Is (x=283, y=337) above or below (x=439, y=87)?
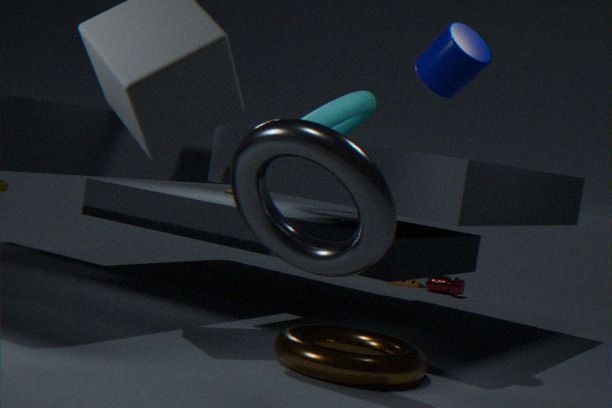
below
